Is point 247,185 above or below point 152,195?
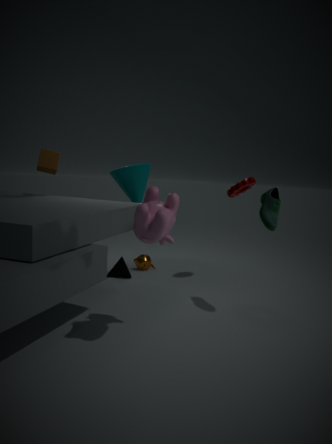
above
